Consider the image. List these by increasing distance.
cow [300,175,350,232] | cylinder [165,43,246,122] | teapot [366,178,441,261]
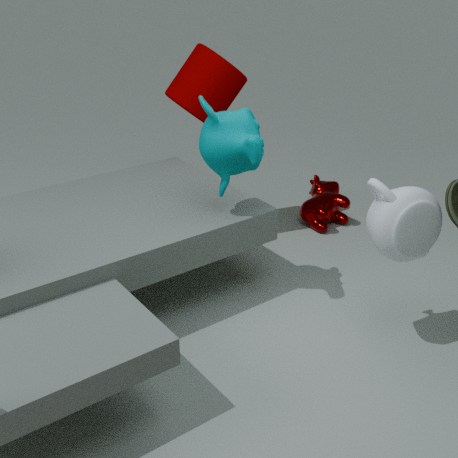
teapot [366,178,441,261]
cylinder [165,43,246,122]
cow [300,175,350,232]
